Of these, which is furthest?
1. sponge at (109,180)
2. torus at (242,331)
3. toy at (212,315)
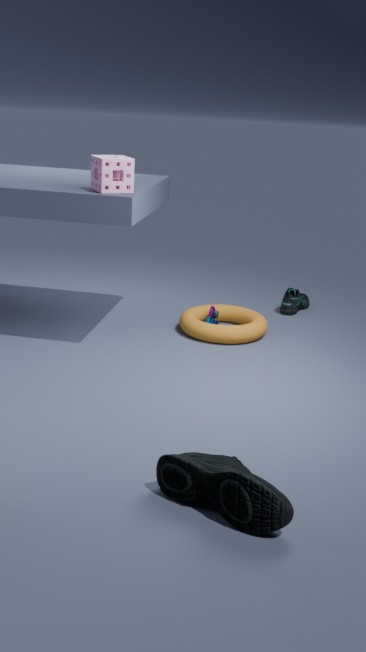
toy at (212,315)
